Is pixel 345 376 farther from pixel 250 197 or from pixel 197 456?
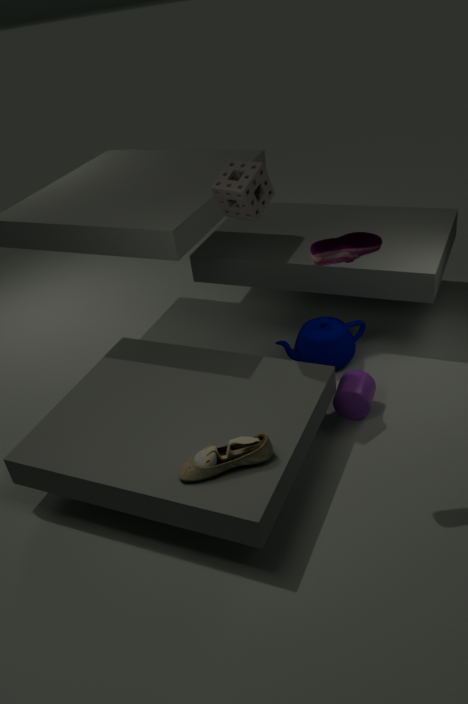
pixel 250 197
